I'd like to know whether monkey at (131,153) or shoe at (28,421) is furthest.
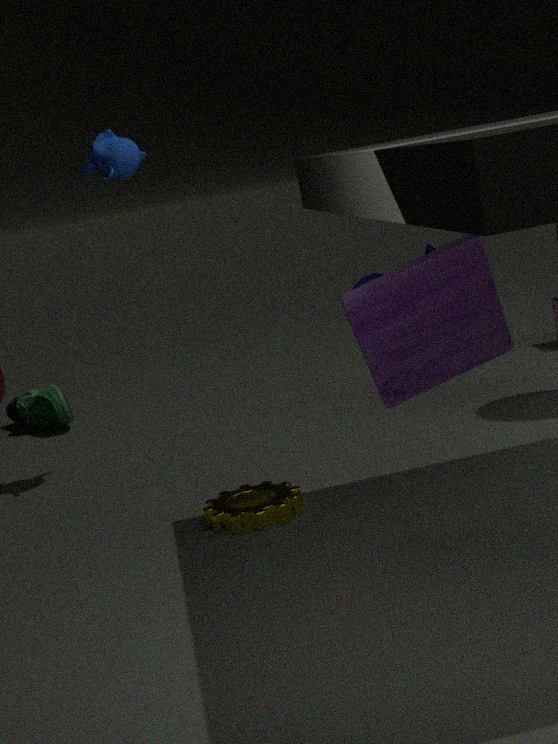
shoe at (28,421)
